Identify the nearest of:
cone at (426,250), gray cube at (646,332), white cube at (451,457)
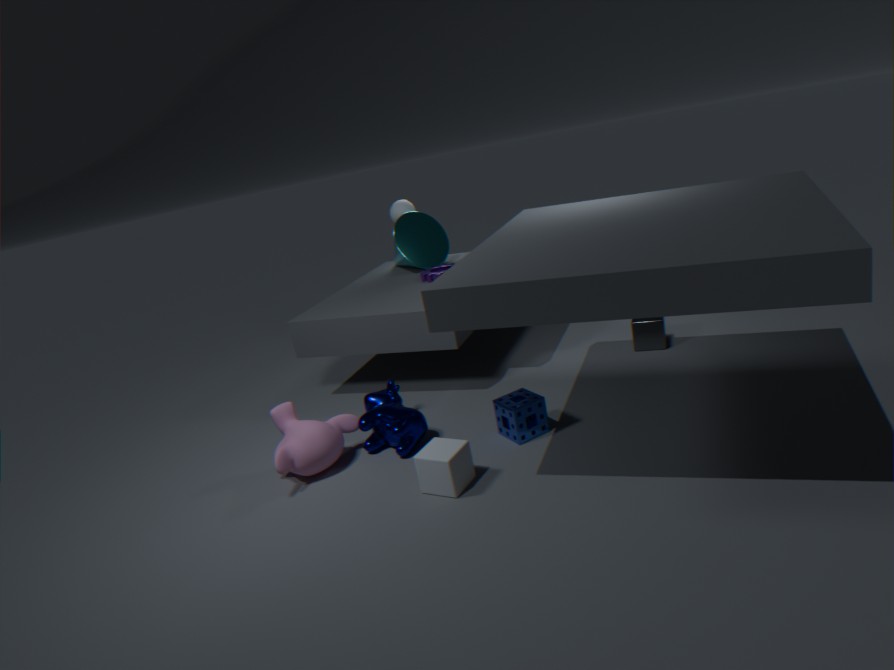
white cube at (451,457)
